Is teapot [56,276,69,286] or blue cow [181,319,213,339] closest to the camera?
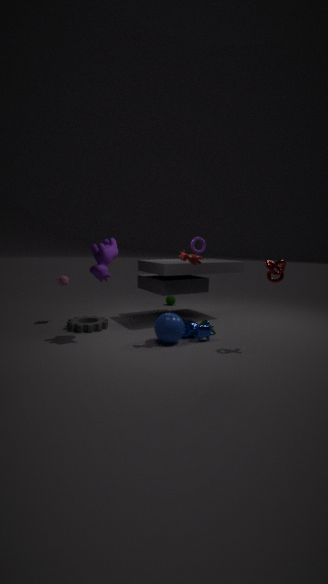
blue cow [181,319,213,339]
